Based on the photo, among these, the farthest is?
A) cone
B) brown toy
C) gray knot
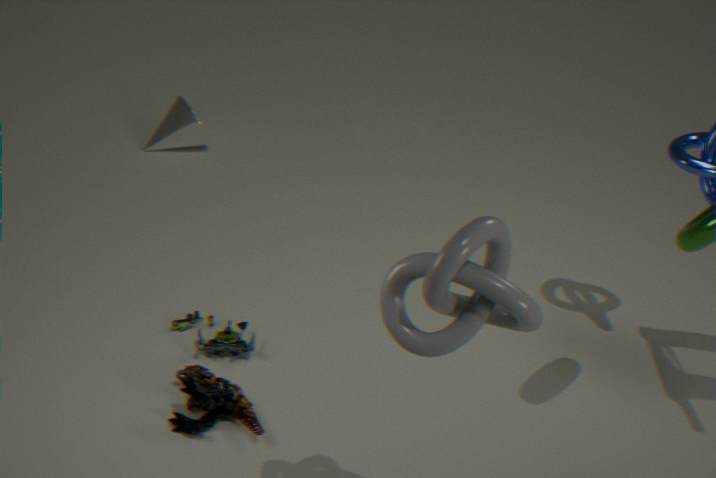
cone
